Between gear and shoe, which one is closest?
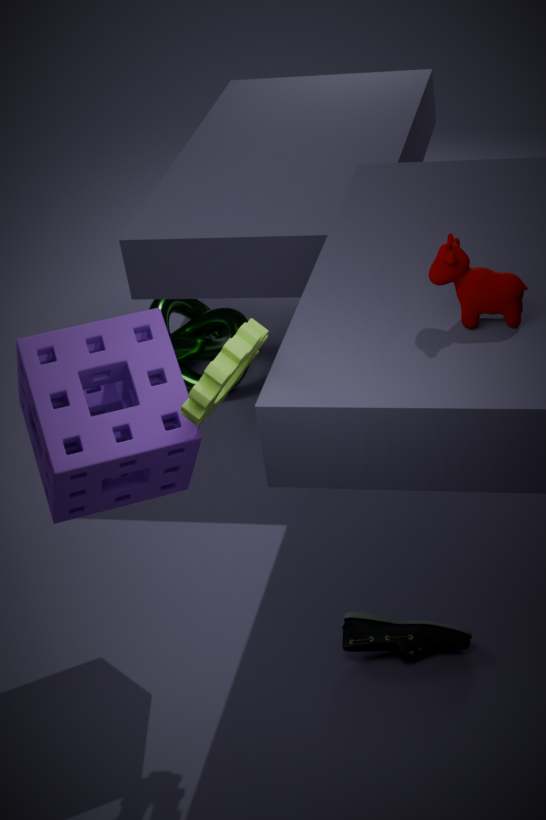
gear
